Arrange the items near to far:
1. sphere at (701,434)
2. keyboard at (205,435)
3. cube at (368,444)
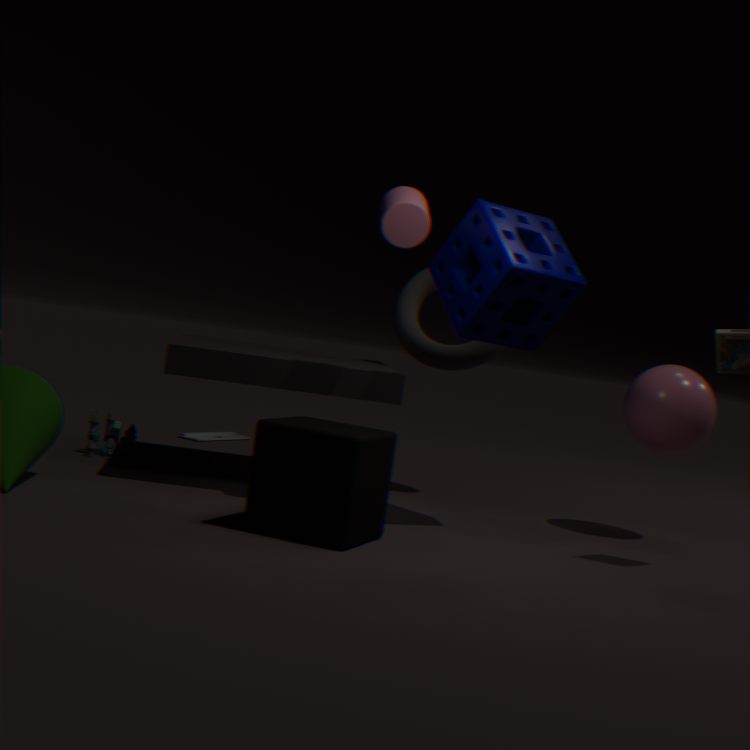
cube at (368,444), sphere at (701,434), keyboard at (205,435)
